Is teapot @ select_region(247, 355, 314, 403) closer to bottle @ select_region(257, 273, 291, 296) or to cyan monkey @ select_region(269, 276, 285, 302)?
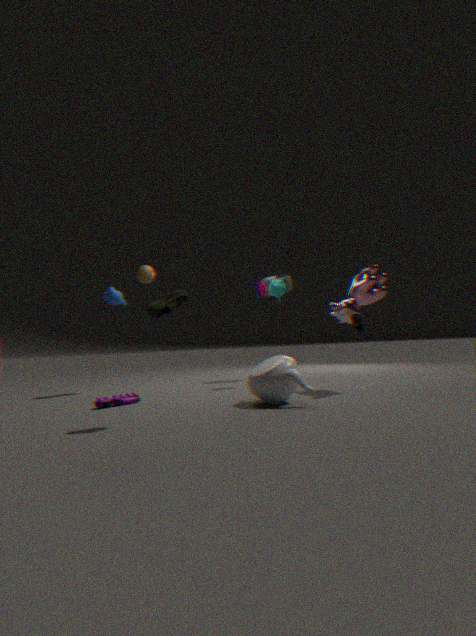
cyan monkey @ select_region(269, 276, 285, 302)
